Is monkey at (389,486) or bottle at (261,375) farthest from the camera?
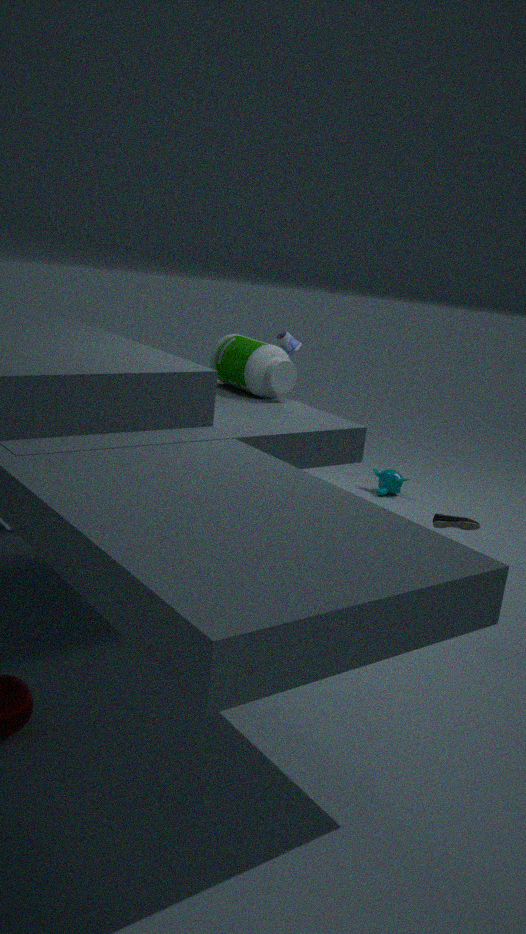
monkey at (389,486)
